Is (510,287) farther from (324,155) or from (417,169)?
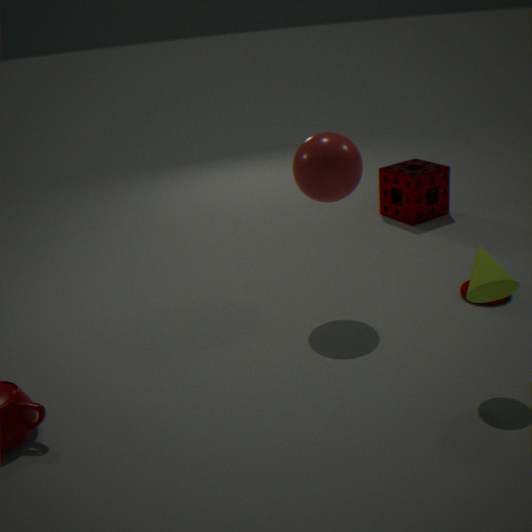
(417,169)
